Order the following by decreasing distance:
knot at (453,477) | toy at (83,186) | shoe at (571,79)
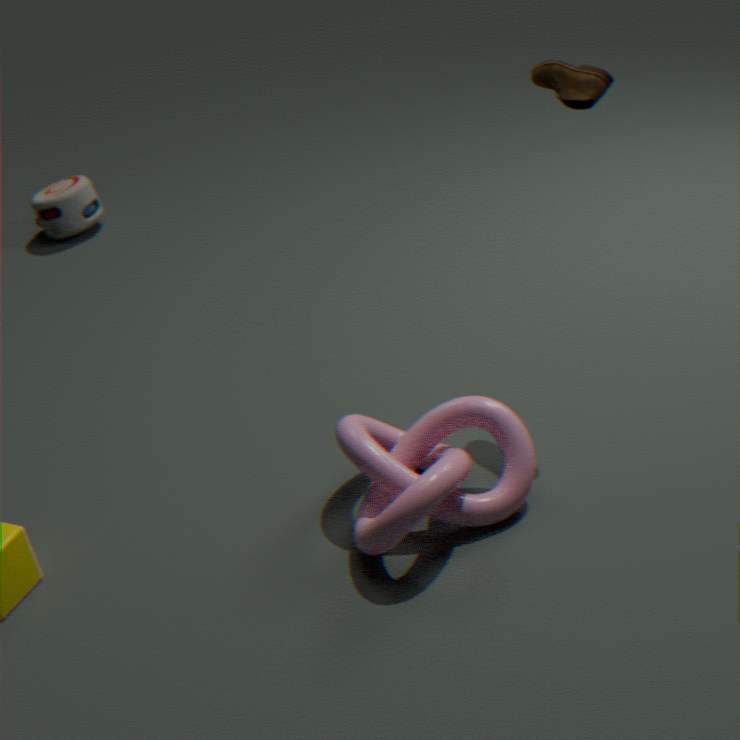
toy at (83,186) → shoe at (571,79) → knot at (453,477)
